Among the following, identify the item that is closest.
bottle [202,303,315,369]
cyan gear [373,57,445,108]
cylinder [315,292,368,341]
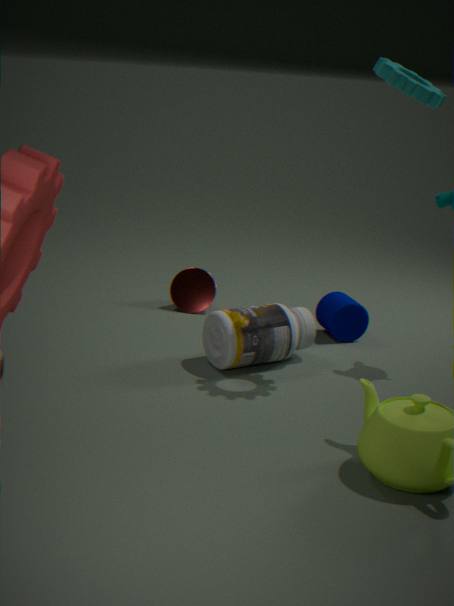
cyan gear [373,57,445,108]
